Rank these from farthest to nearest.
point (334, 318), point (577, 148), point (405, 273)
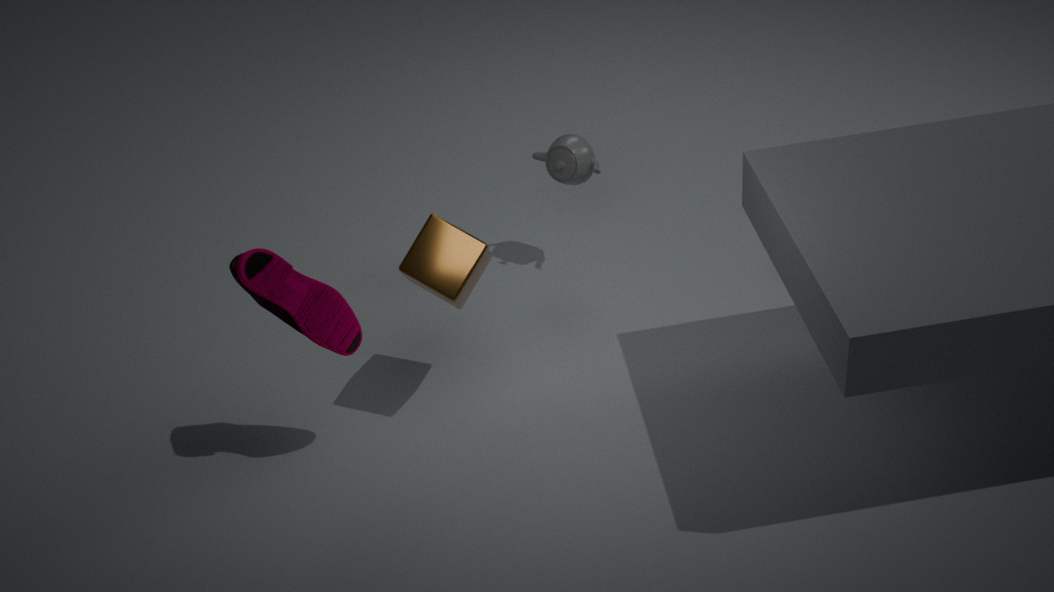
point (577, 148) < point (405, 273) < point (334, 318)
